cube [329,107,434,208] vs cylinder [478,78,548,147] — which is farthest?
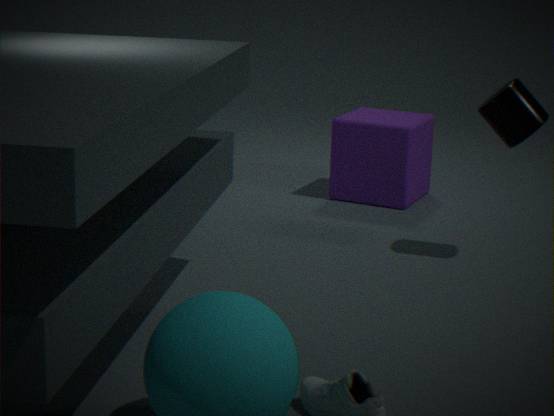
cube [329,107,434,208]
